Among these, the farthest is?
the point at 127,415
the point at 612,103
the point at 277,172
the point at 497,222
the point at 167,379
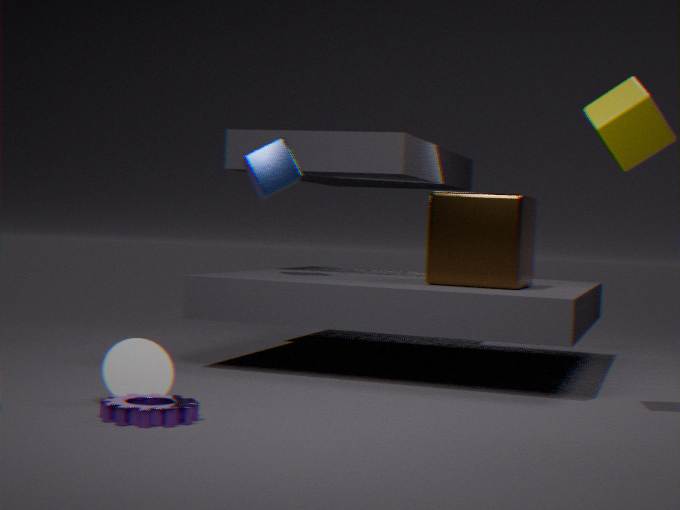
the point at 277,172
